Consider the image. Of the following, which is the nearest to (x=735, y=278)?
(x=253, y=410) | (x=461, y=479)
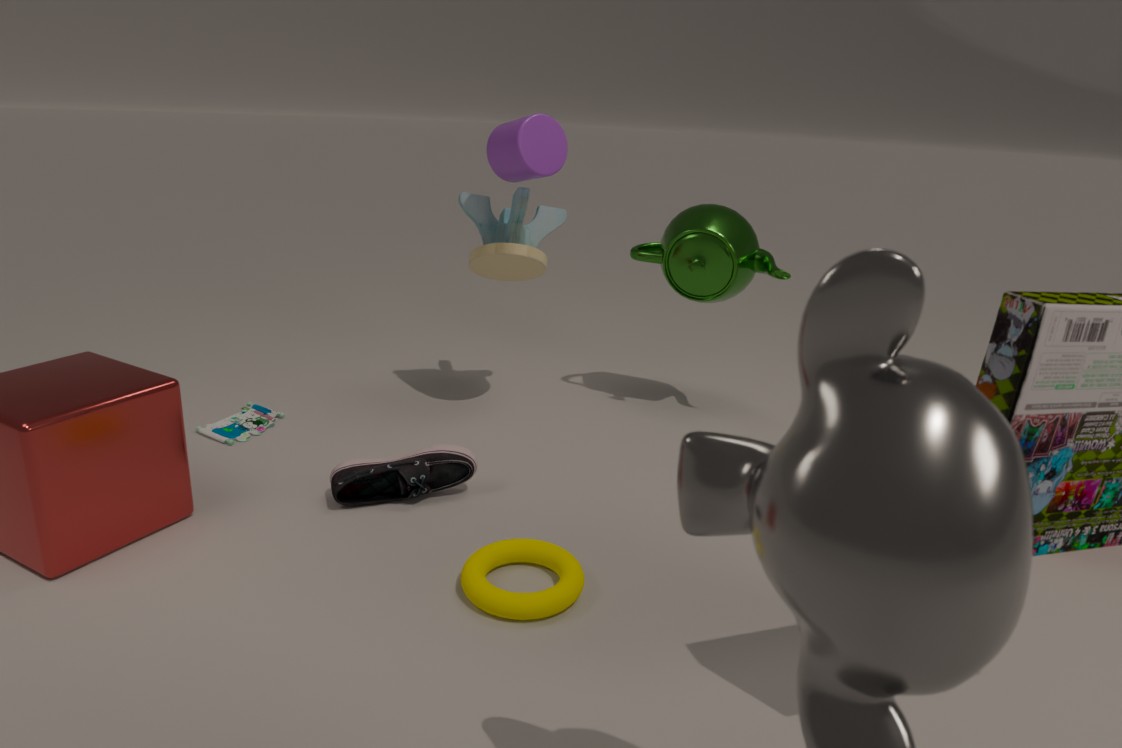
(x=461, y=479)
